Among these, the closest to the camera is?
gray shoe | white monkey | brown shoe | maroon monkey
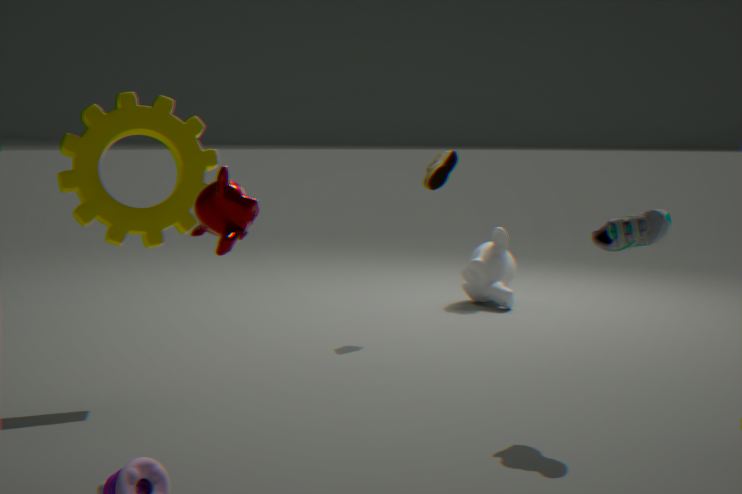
maroon monkey
